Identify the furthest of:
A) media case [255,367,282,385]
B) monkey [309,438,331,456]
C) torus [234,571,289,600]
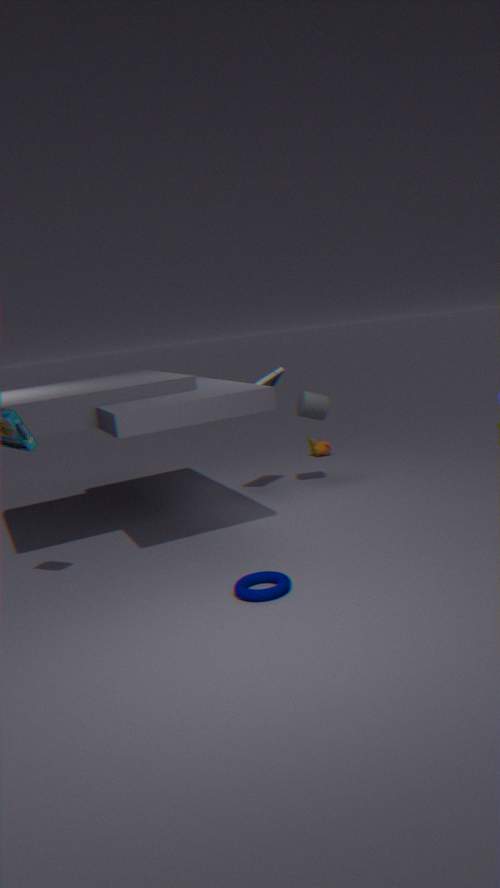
monkey [309,438,331,456]
